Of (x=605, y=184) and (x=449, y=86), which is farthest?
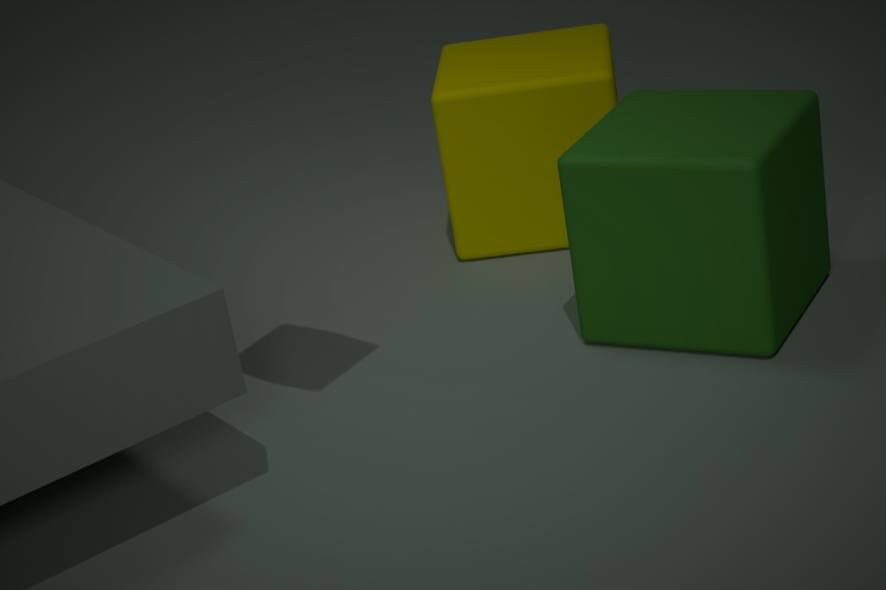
(x=449, y=86)
